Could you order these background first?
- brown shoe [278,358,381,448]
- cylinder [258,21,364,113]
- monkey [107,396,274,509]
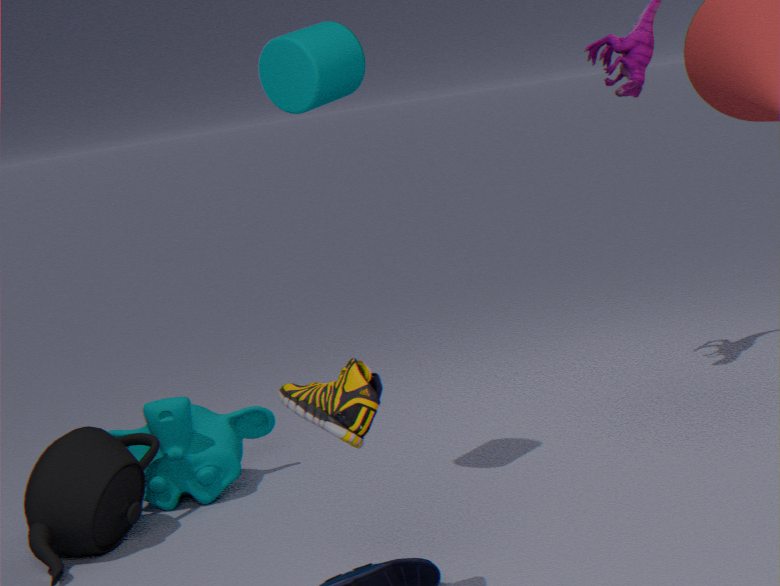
monkey [107,396,274,509] < cylinder [258,21,364,113] < brown shoe [278,358,381,448]
